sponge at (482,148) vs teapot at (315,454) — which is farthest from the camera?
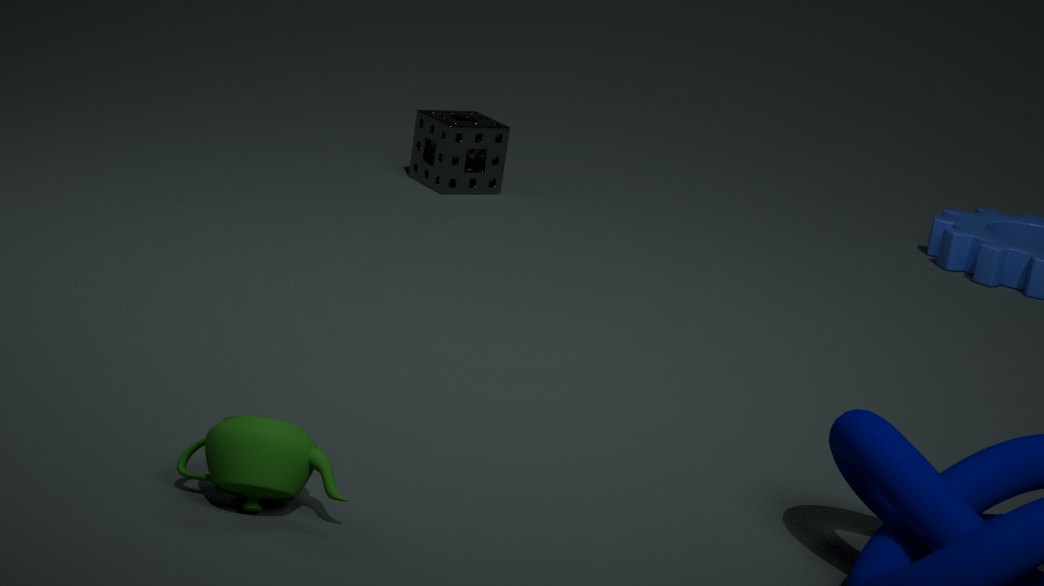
sponge at (482,148)
